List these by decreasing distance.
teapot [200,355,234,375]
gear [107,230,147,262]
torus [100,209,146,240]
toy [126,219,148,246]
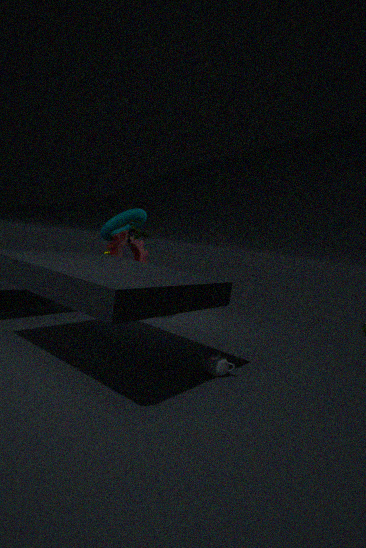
gear [107,230,147,262], toy [126,219,148,246], torus [100,209,146,240], teapot [200,355,234,375]
